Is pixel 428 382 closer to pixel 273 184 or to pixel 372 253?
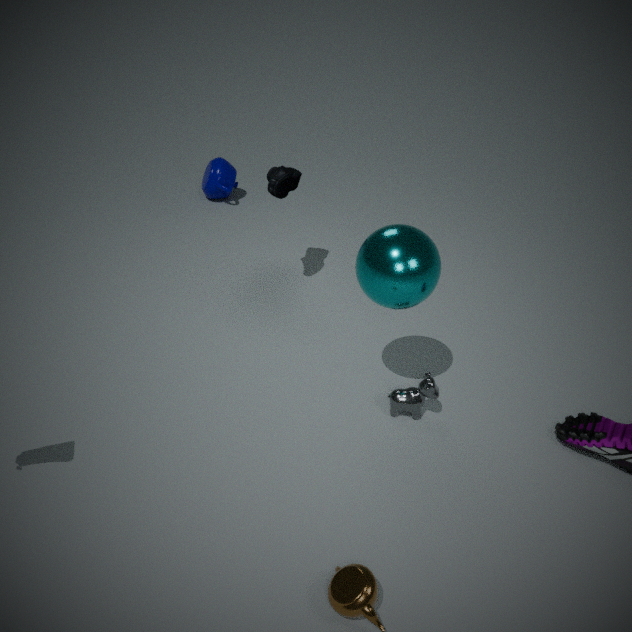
pixel 372 253
